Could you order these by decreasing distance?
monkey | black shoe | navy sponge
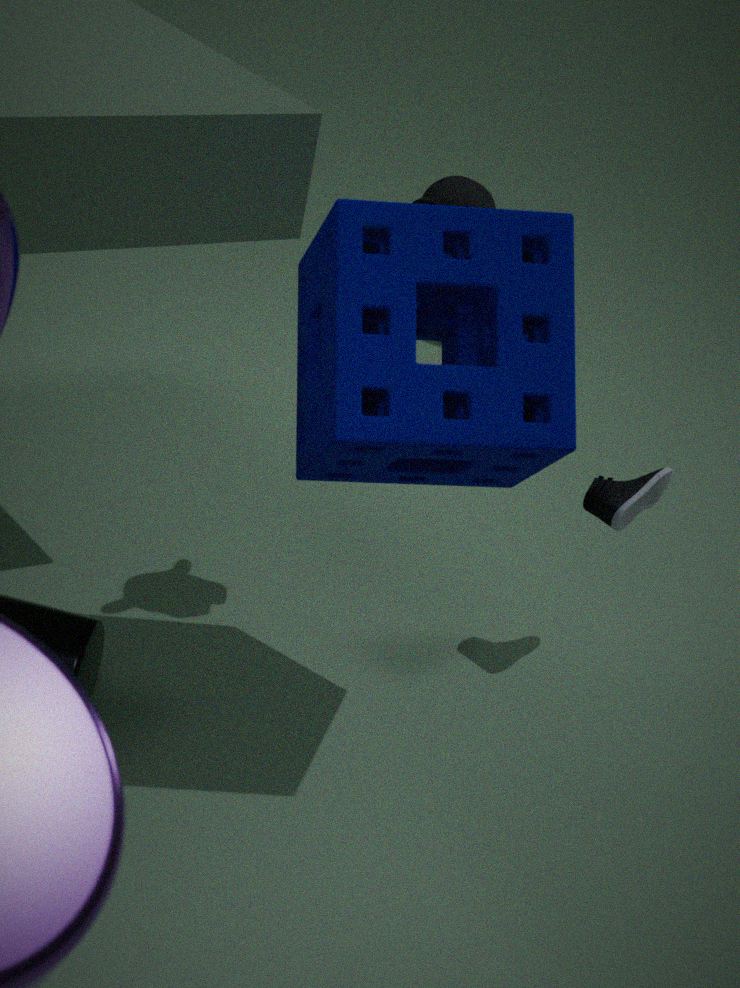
black shoe → monkey → navy sponge
